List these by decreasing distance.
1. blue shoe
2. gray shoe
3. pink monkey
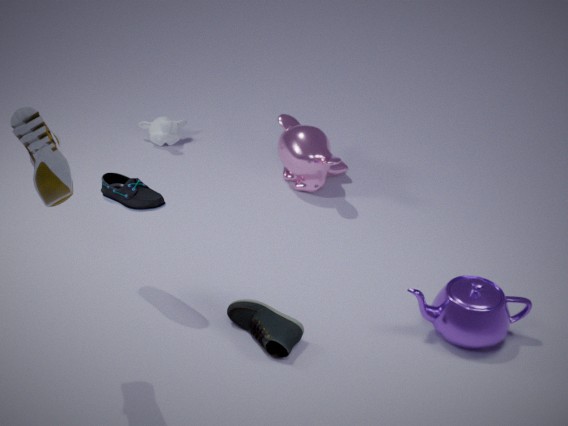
pink monkey → blue shoe → gray shoe
